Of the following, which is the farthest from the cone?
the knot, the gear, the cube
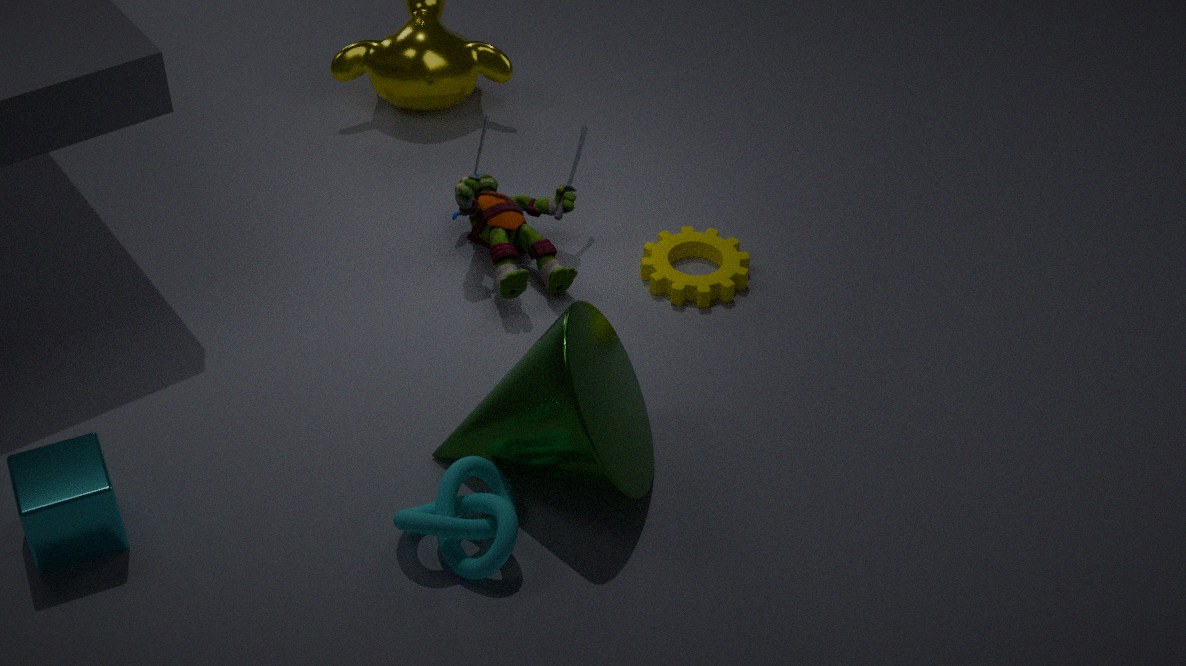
→ the cube
